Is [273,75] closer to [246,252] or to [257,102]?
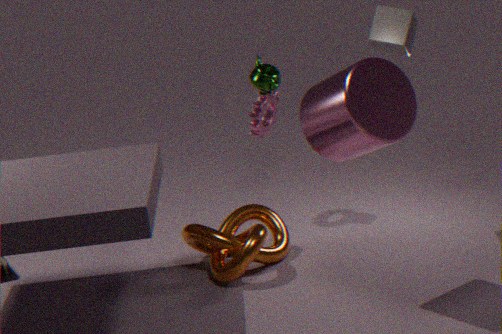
[257,102]
